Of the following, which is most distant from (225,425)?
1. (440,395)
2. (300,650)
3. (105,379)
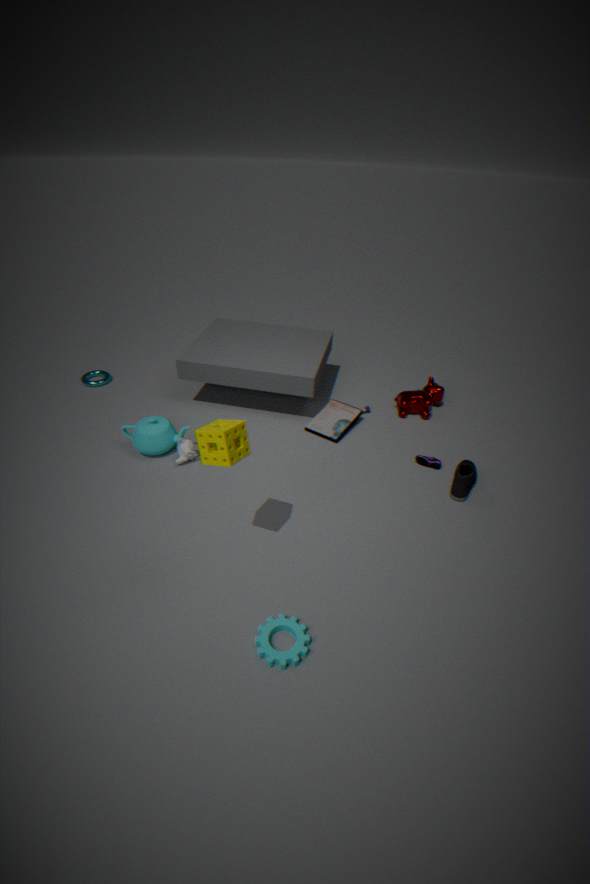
(105,379)
